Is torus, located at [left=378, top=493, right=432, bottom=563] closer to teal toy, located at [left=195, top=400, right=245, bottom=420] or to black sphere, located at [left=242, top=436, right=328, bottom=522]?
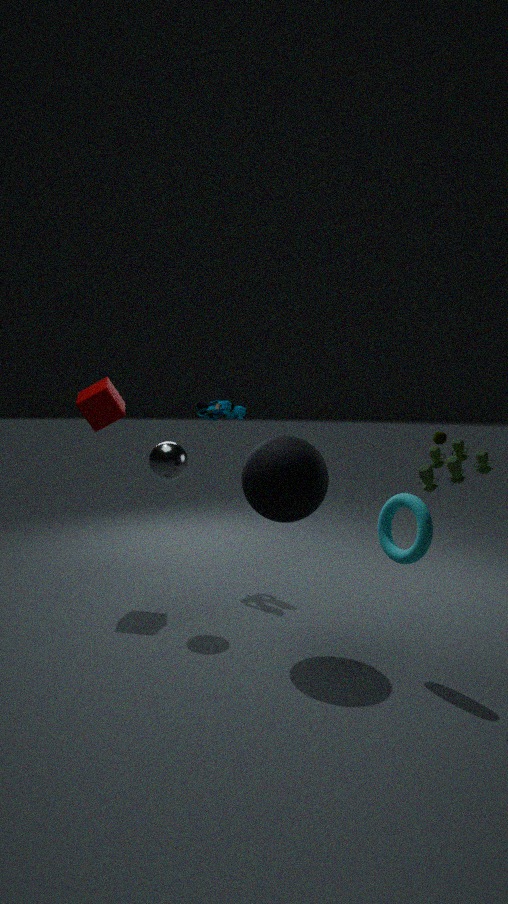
black sphere, located at [left=242, top=436, right=328, bottom=522]
